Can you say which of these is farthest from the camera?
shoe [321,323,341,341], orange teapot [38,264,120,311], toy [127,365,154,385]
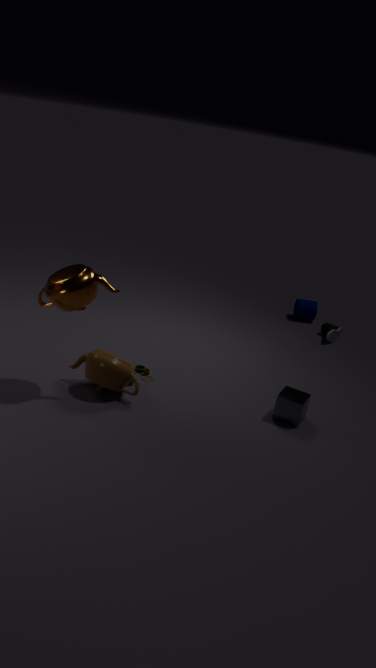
shoe [321,323,341,341]
